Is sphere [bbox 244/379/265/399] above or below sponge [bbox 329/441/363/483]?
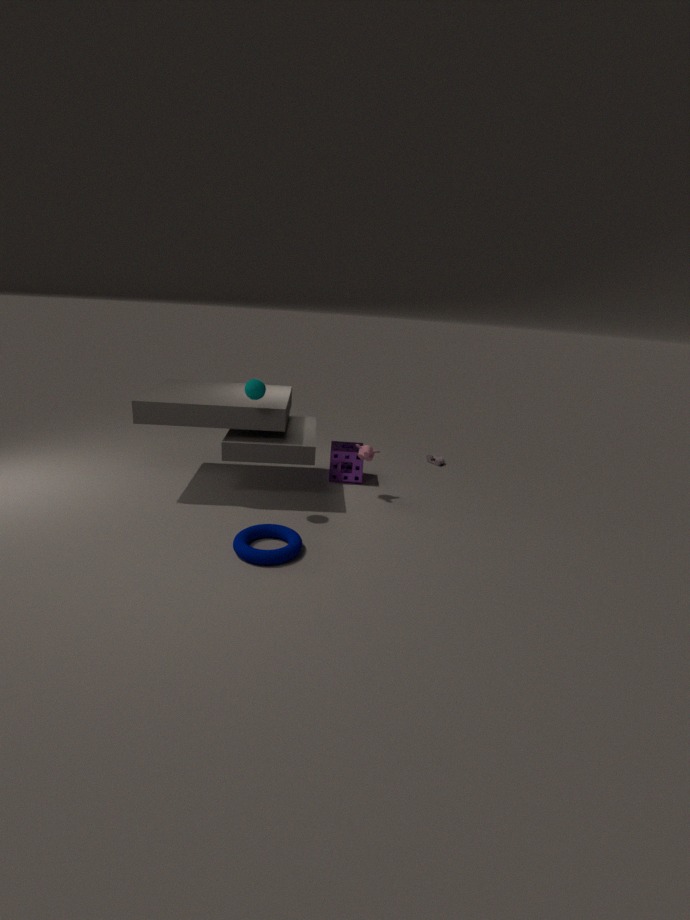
above
